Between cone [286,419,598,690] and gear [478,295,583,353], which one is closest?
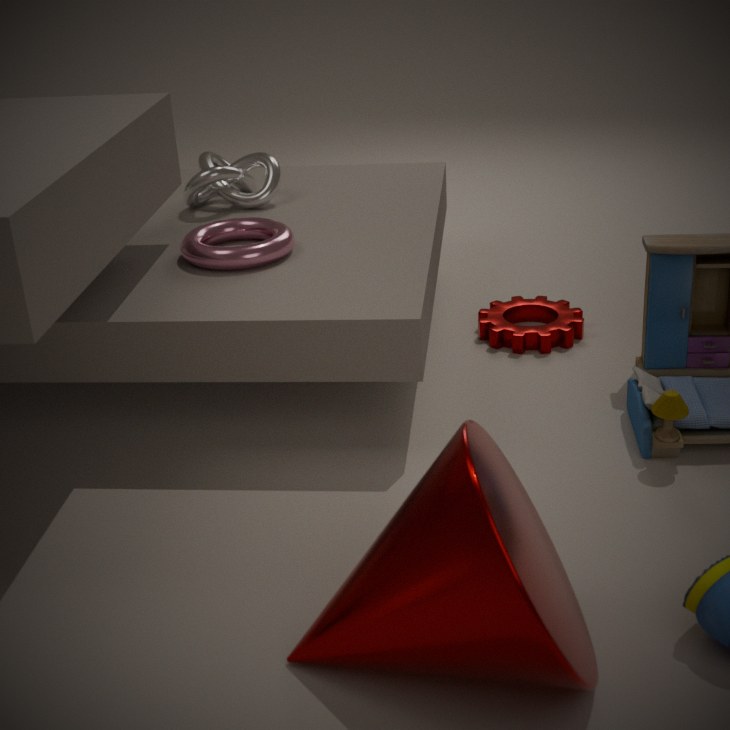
cone [286,419,598,690]
